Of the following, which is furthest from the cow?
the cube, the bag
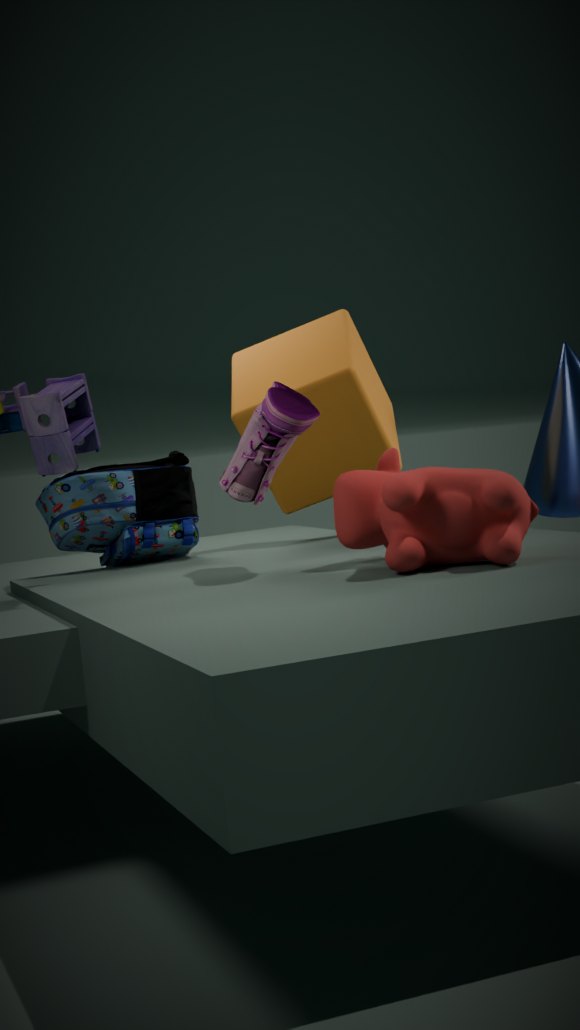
the bag
